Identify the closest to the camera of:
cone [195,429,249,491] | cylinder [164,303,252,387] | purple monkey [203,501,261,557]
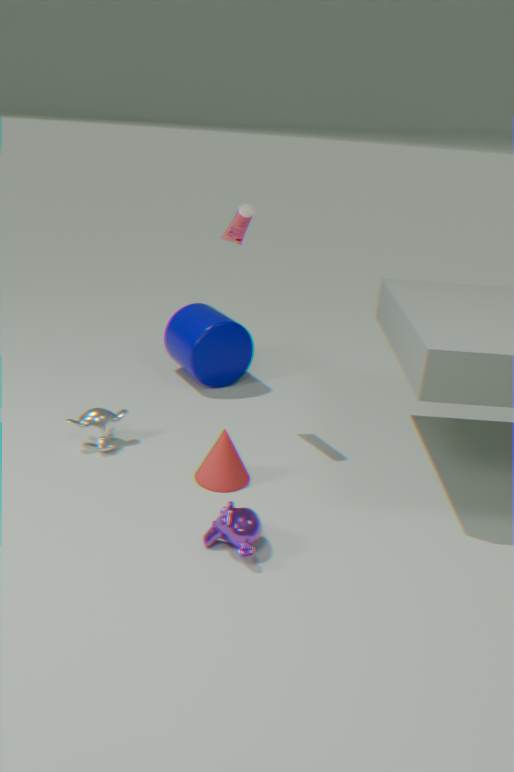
purple monkey [203,501,261,557]
